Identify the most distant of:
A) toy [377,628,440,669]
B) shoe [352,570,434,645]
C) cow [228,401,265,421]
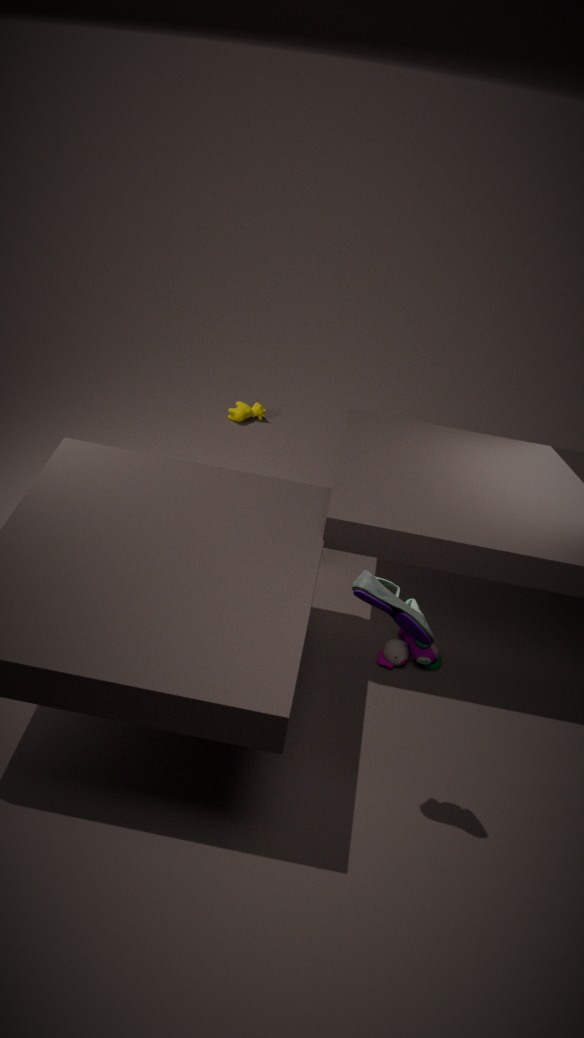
cow [228,401,265,421]
